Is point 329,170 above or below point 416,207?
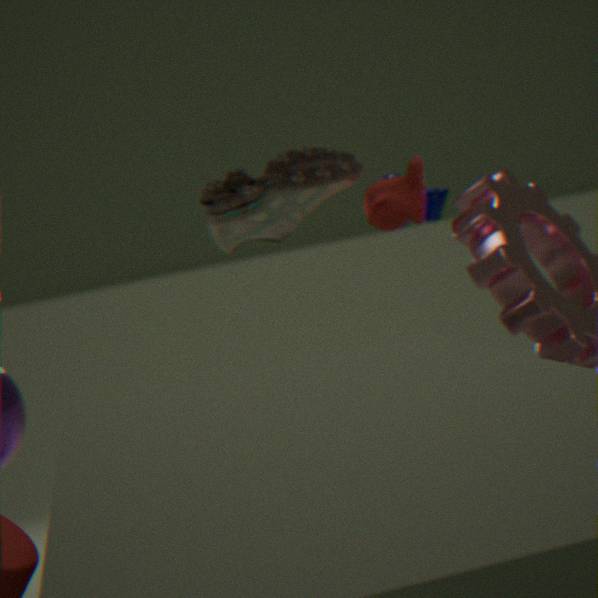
above
